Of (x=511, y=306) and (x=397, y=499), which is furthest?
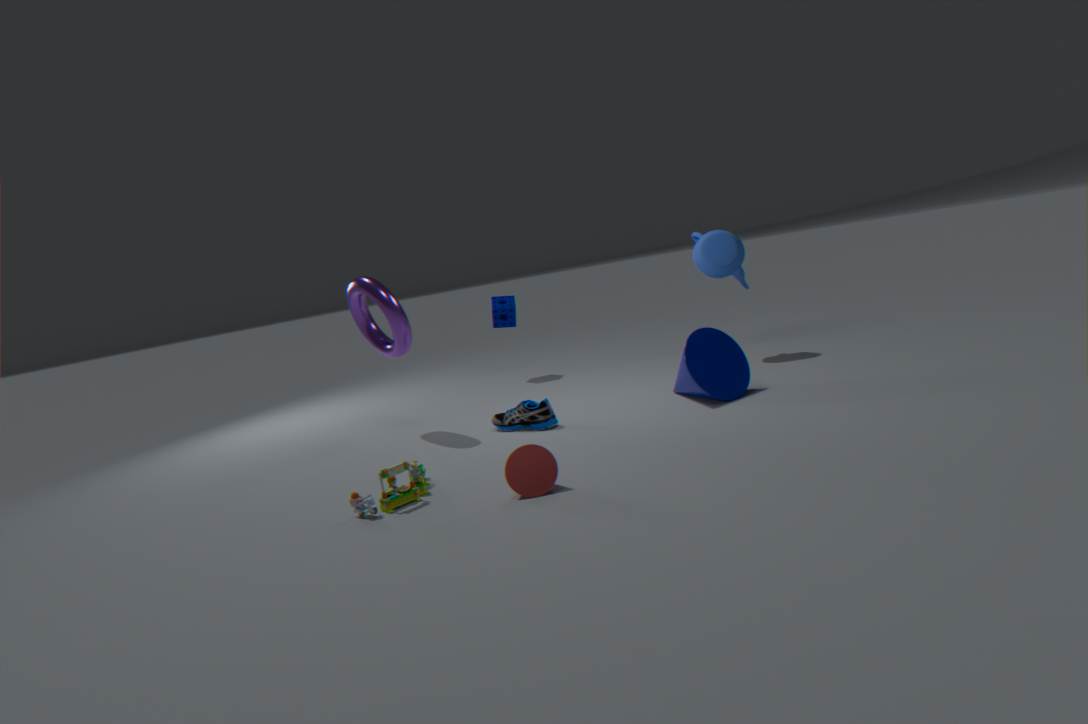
(x=511, y=306)
